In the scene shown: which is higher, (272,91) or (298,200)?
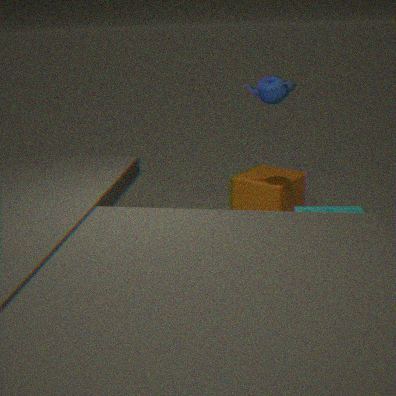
(272,91)
